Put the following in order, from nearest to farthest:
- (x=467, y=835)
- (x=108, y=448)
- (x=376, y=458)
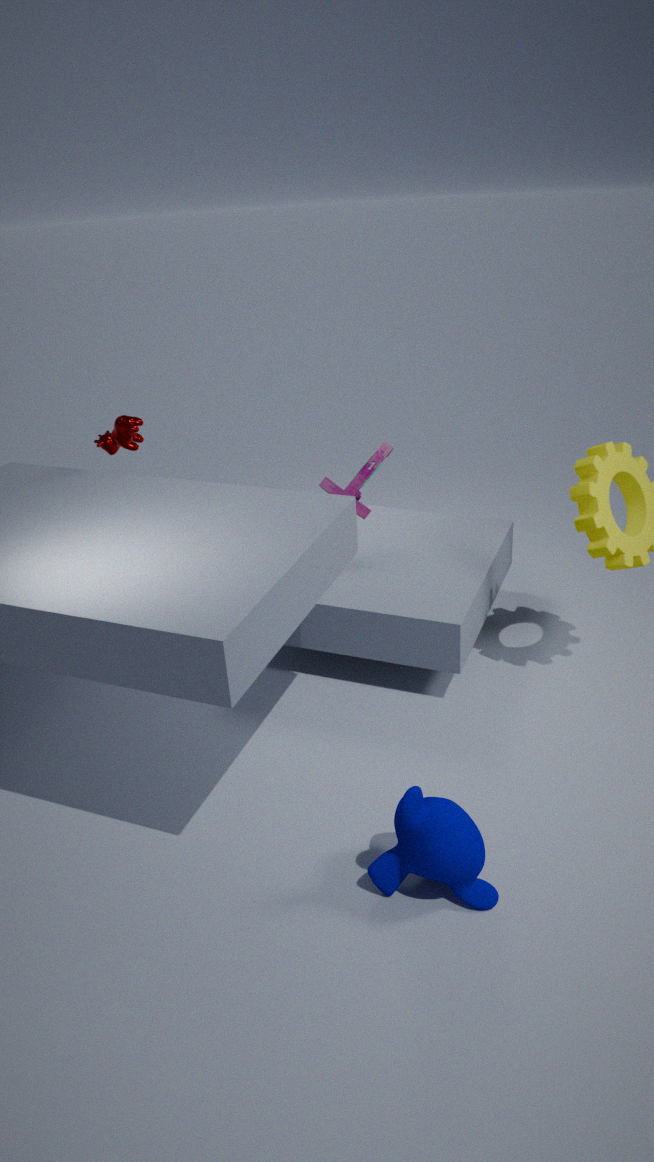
(x=467, y=835) → (x=108, y=448) → (x=376, y=458)
